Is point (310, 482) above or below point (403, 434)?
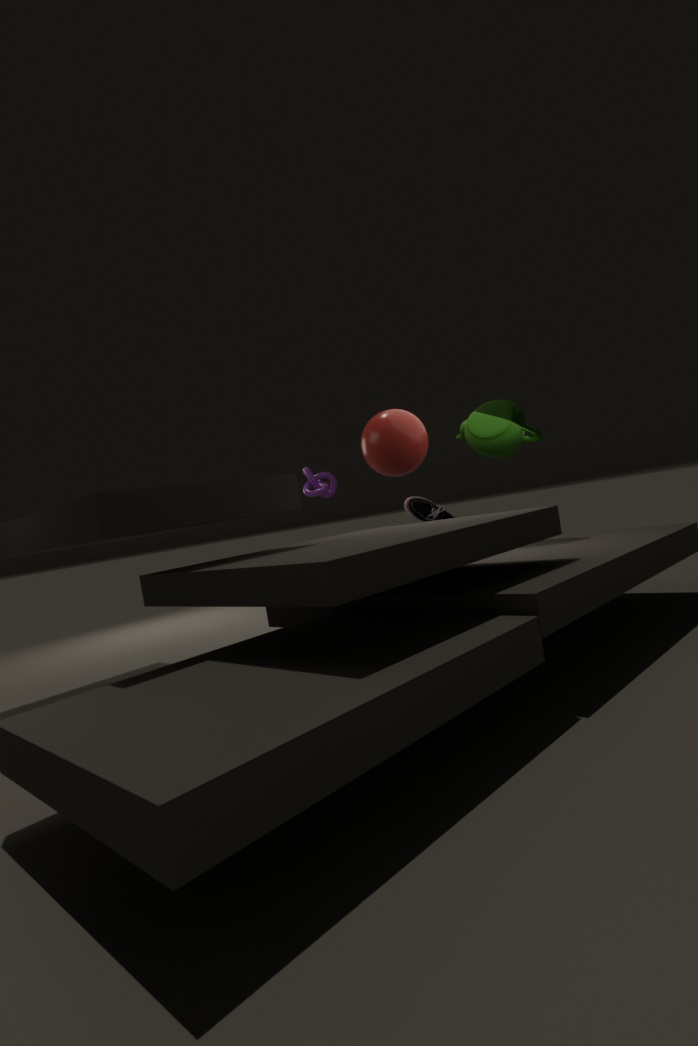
below
